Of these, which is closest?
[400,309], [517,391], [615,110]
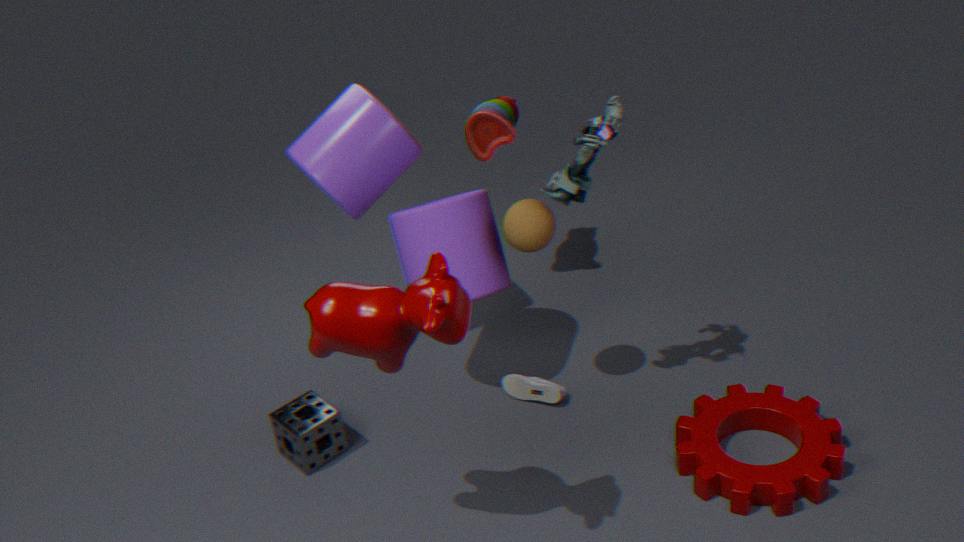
[400,309]
